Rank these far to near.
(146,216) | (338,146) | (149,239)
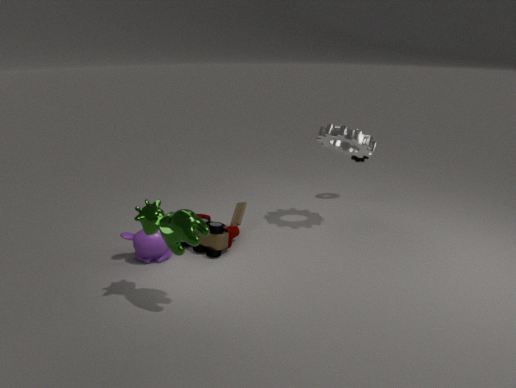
(338,146), (149,239), (146,216)
